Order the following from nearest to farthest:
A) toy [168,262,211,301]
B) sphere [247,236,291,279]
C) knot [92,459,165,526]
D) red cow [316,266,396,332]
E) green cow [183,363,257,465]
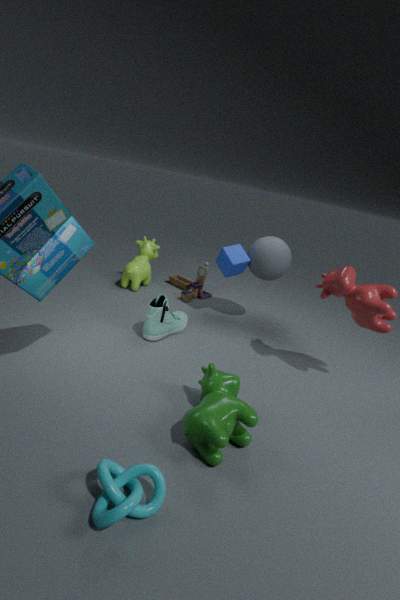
knot [92,459,165,526] < green cow [183,363,257,465] < red cow [316,266,396,332] < sphere [247,236,291,279] < toy [168,262,211,301]
